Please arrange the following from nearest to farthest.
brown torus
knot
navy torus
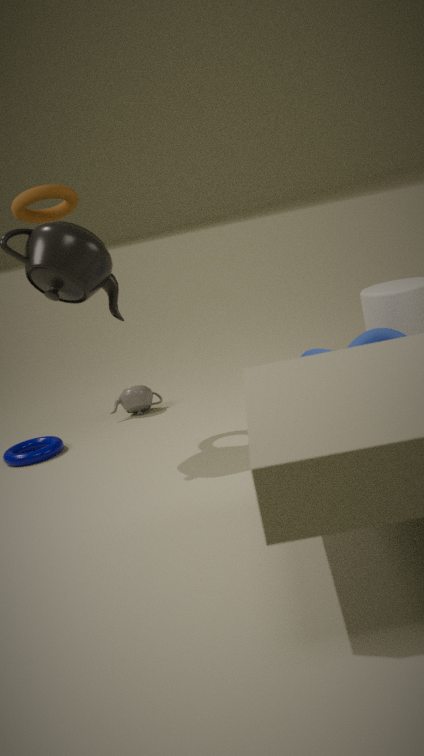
brown torus → knot → navy torus
